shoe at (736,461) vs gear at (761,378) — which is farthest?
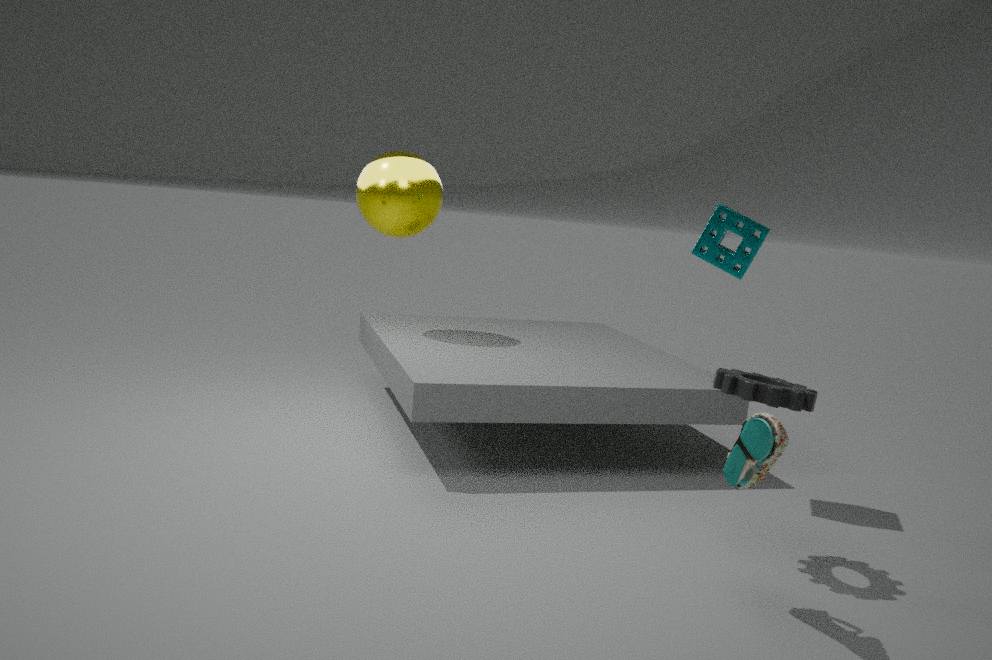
gear at (761,378)
